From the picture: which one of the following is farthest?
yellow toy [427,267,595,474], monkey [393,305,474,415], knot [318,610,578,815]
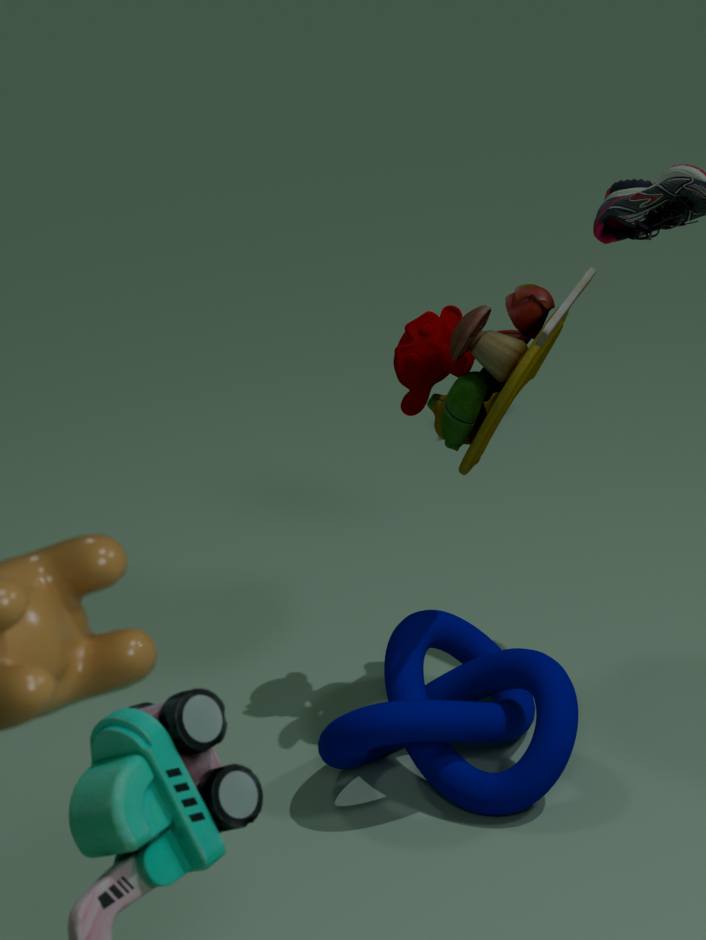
monkey [393,305,474,415]
